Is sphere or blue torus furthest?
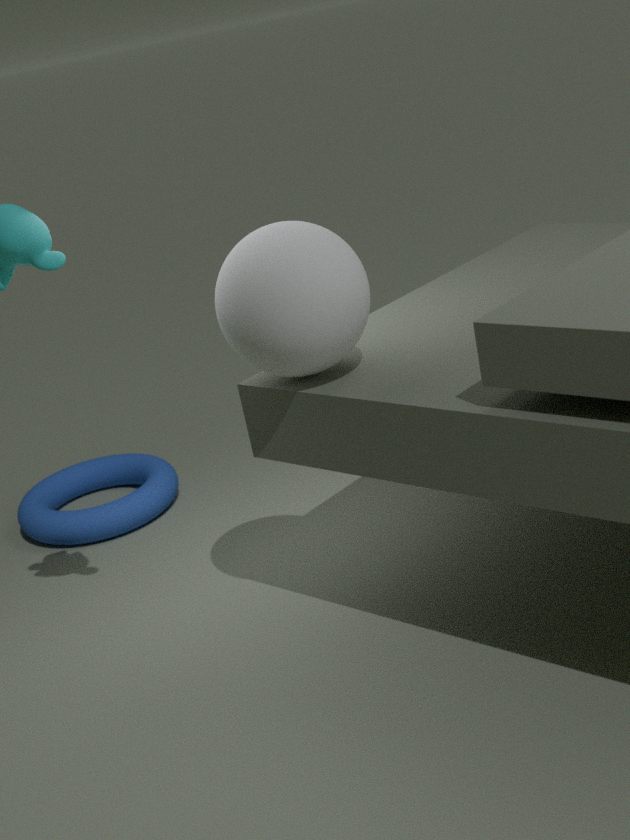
blue torus
